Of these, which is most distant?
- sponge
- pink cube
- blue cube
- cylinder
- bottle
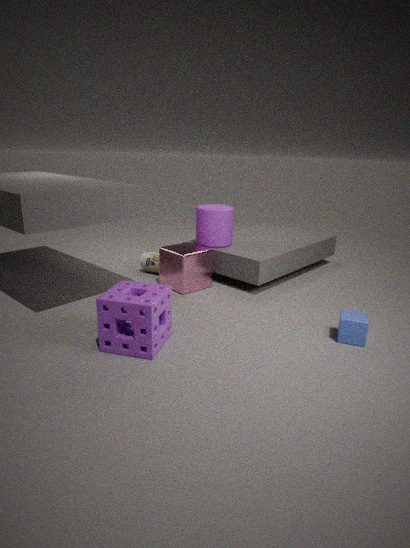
bottle
